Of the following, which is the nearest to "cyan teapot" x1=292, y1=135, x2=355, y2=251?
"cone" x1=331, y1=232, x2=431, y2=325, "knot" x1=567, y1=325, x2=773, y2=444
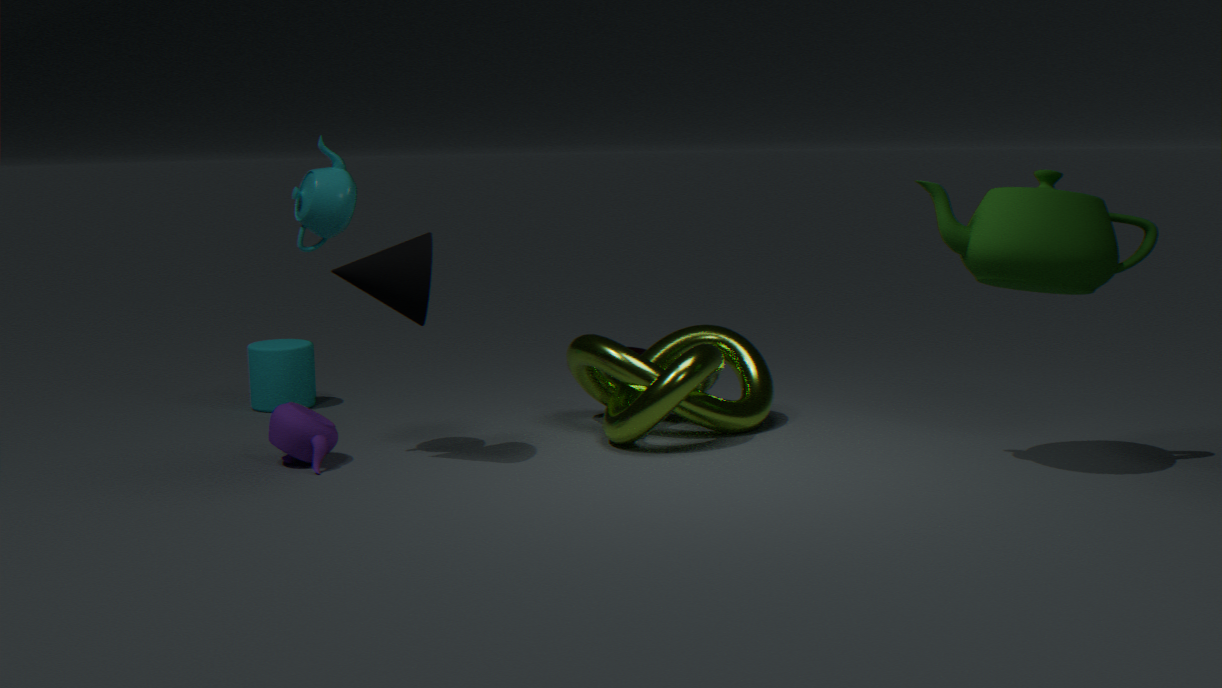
"cone" x1=331, y1=232, x2=431, y2=325
